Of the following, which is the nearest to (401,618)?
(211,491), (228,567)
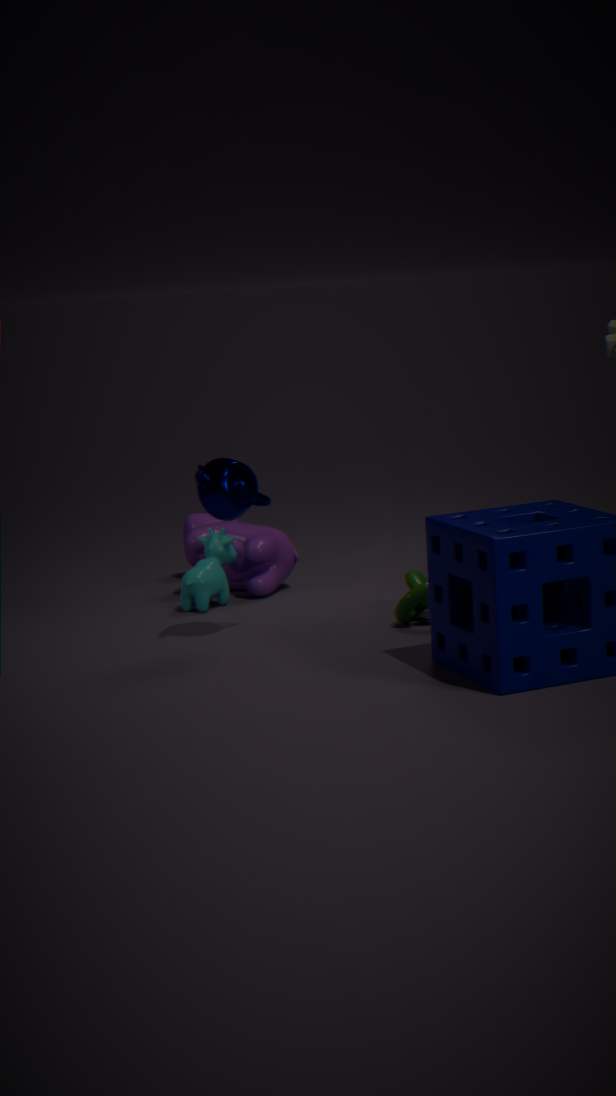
(211,491)
